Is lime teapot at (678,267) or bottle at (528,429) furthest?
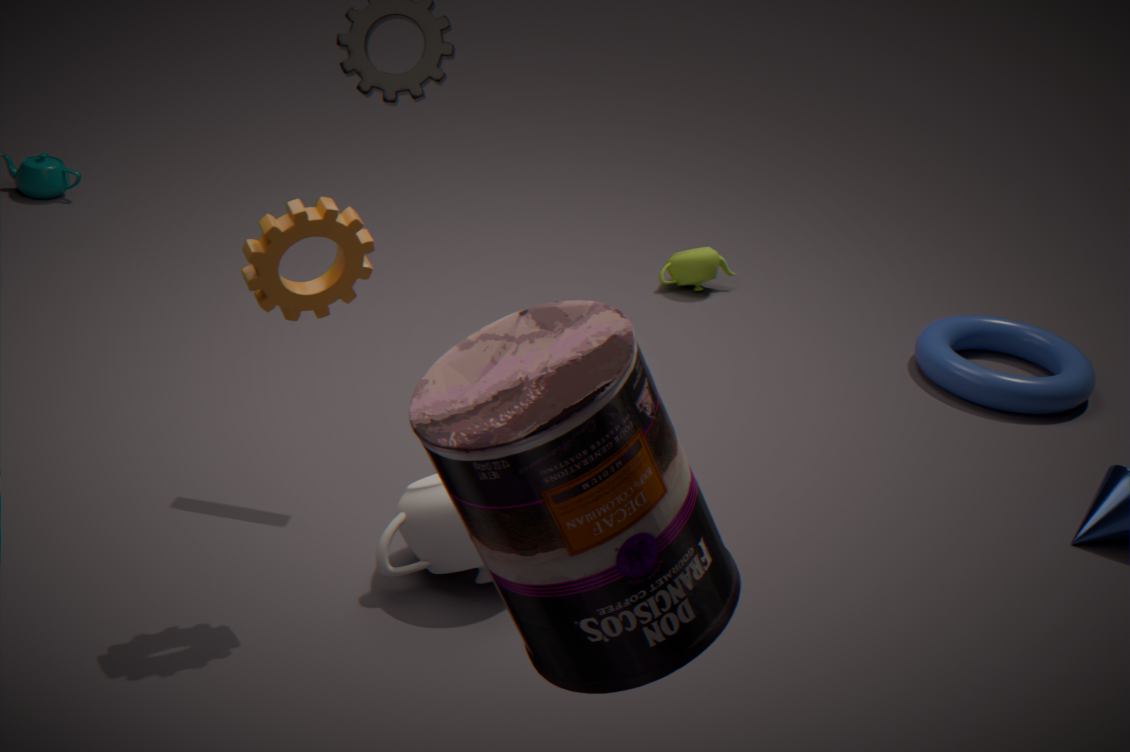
lime teapot at (678,267)
